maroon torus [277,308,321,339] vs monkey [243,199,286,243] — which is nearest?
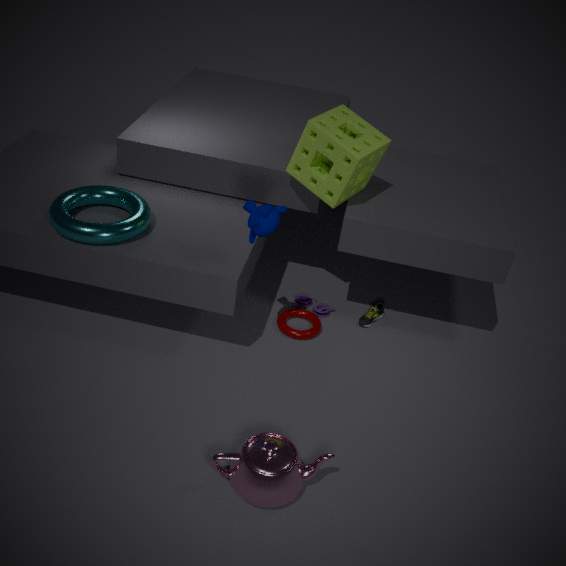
monkey [243,199,286,243]
